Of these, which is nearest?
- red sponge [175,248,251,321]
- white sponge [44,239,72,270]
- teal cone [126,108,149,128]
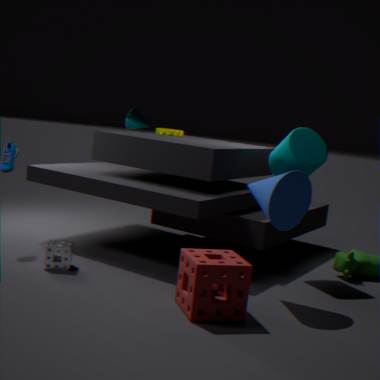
red sponge [175,248,251,321]
